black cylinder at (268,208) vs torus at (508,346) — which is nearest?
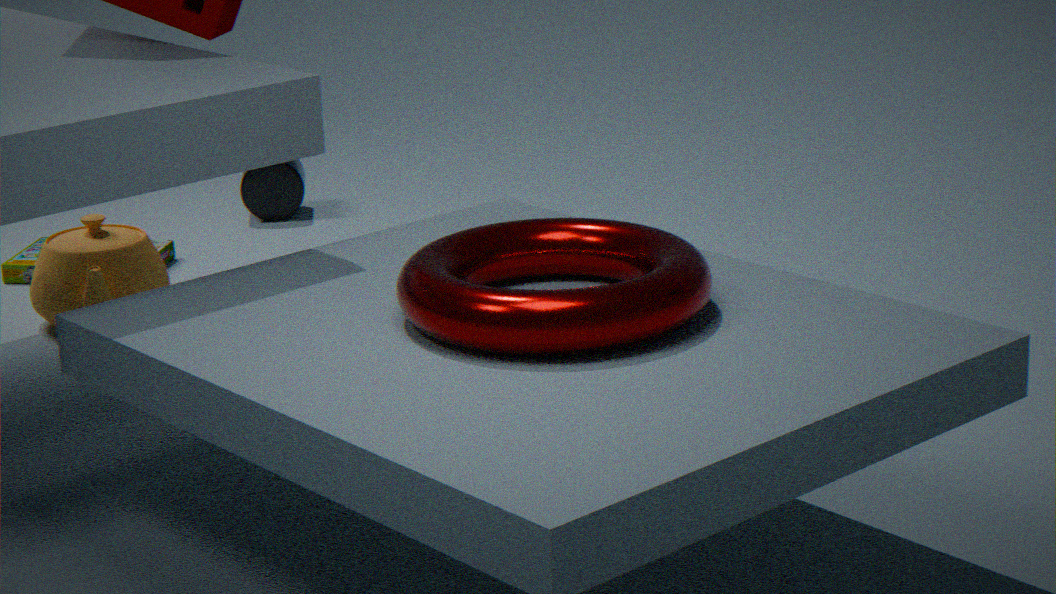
torus at (508,346)
